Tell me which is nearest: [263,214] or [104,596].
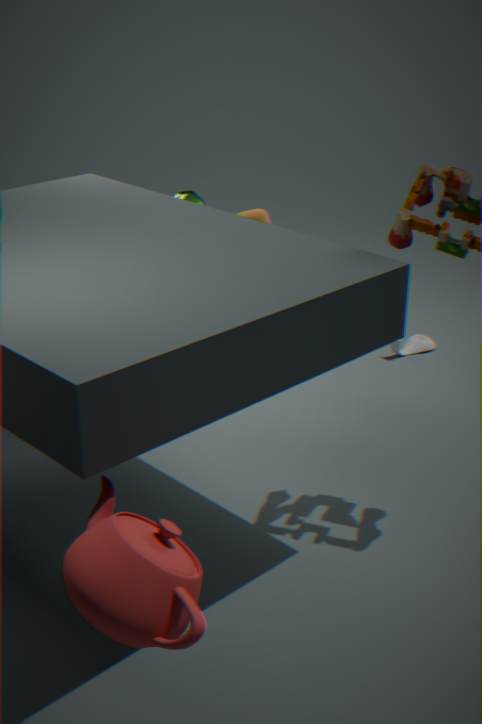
[104,596]
